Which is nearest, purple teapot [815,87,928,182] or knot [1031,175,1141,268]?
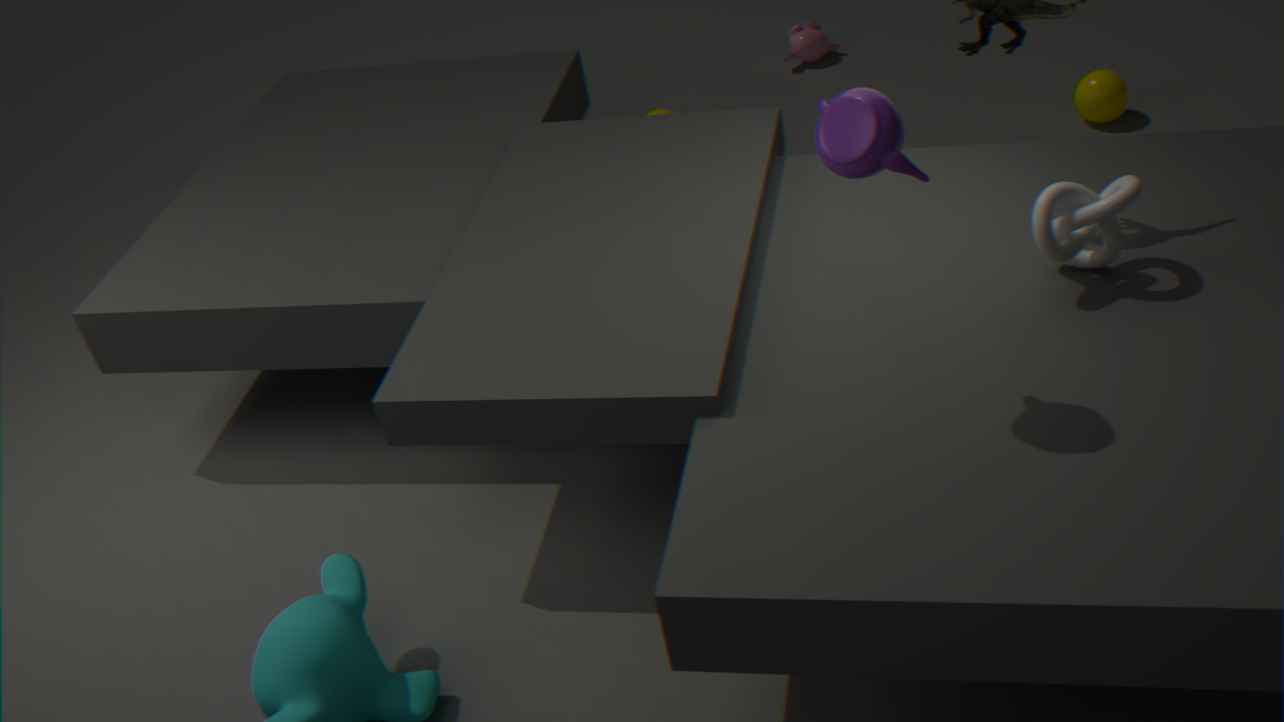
purple teapot [815,87,928,182]
